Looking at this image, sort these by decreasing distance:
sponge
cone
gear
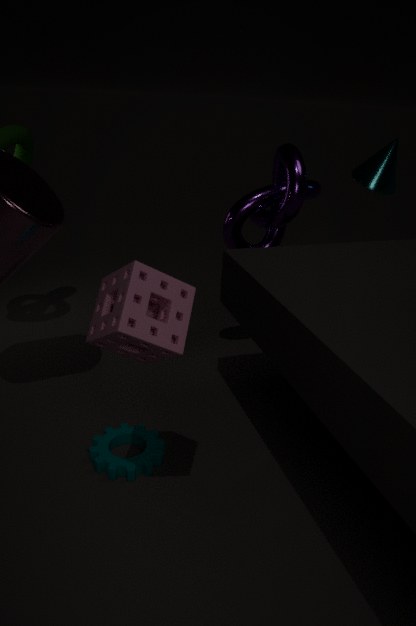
cone → gear → sponge
